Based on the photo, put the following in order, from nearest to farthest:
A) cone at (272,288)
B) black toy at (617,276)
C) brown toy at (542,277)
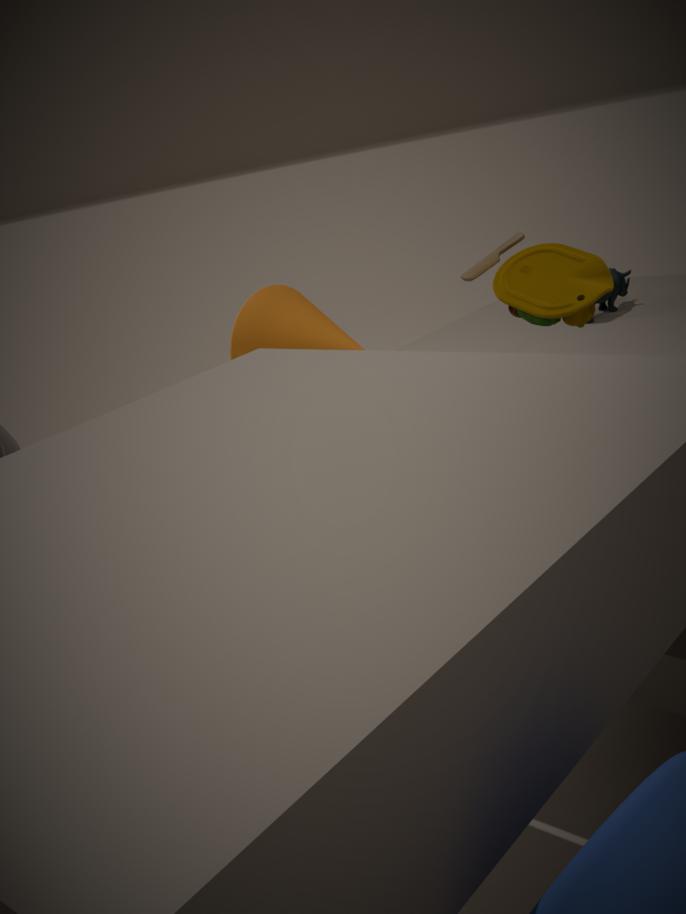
brown toy at (542,277)
black toy at (617,276)
cone at (272,288)
